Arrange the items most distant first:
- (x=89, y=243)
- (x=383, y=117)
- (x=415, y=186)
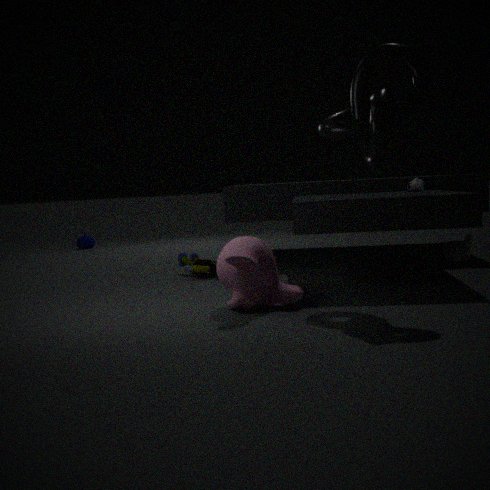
(x=89, y=243), (x=415, y=186), (x=383, y=117)
